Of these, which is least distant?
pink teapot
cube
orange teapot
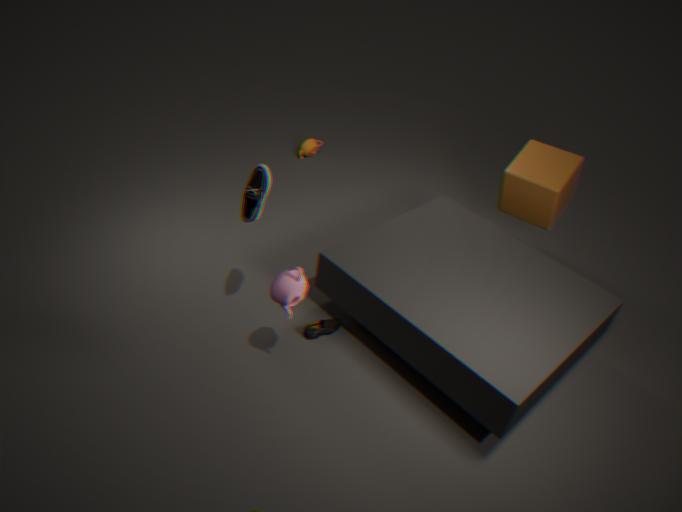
pink teapot
